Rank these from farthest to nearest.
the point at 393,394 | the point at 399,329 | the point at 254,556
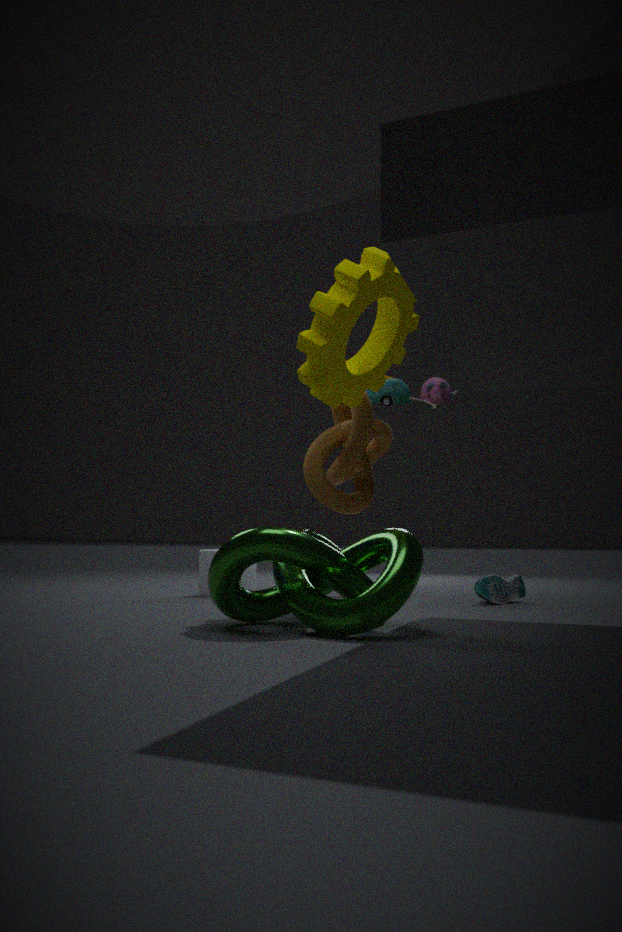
1. the point at 393,394
2. the point at 399,329
3. the point at 254,556
